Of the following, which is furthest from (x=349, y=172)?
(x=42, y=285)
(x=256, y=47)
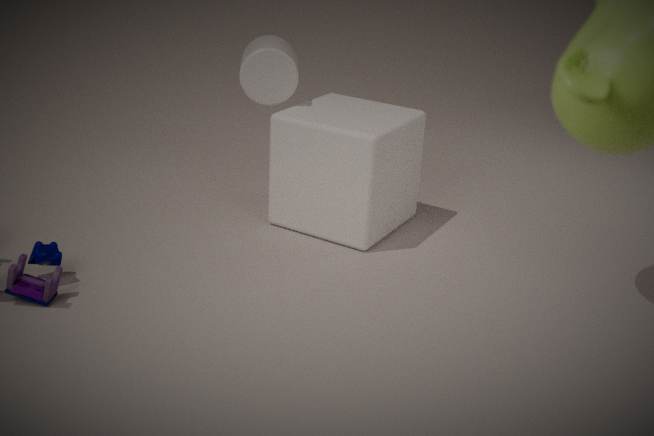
(x=42, y=285)
